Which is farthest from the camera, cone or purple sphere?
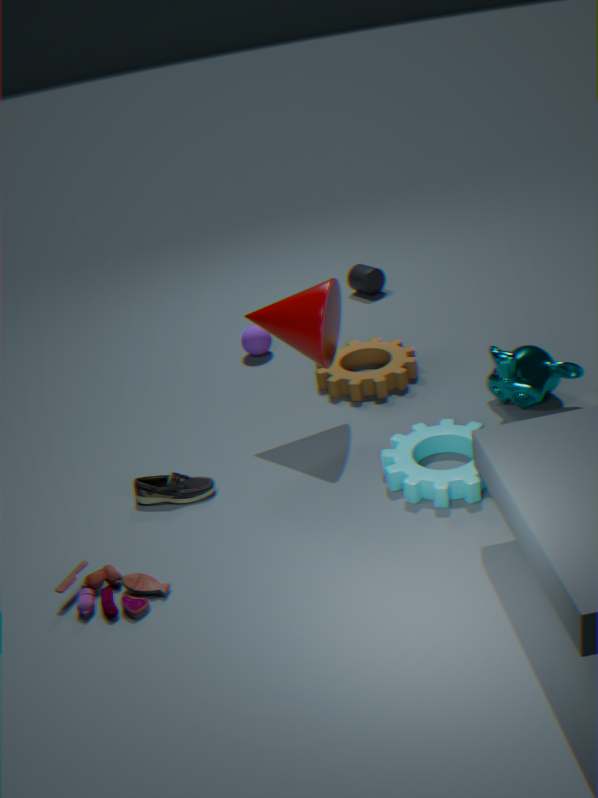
purple sphere
